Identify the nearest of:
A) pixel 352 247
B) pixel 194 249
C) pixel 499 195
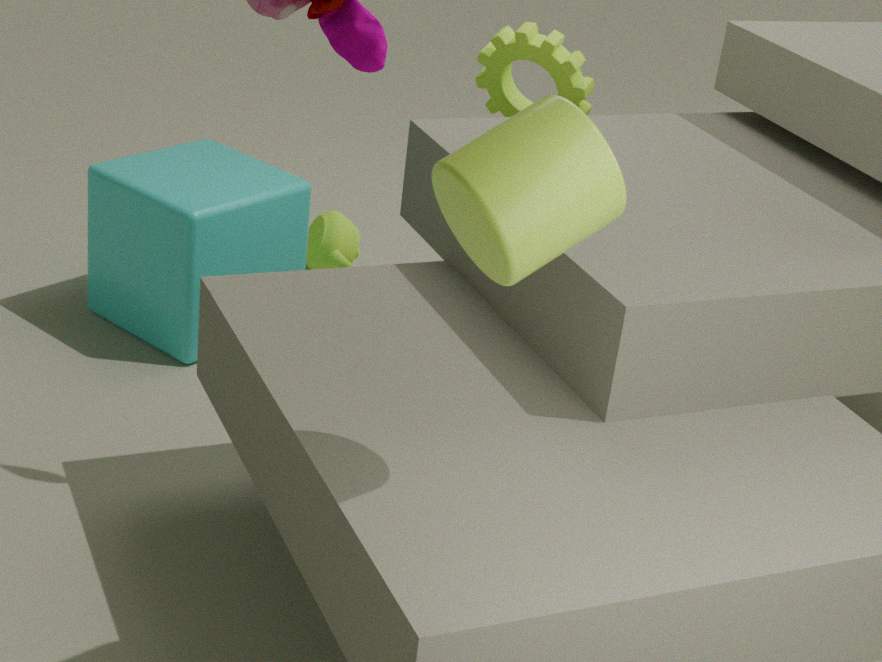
pixel 499 195
